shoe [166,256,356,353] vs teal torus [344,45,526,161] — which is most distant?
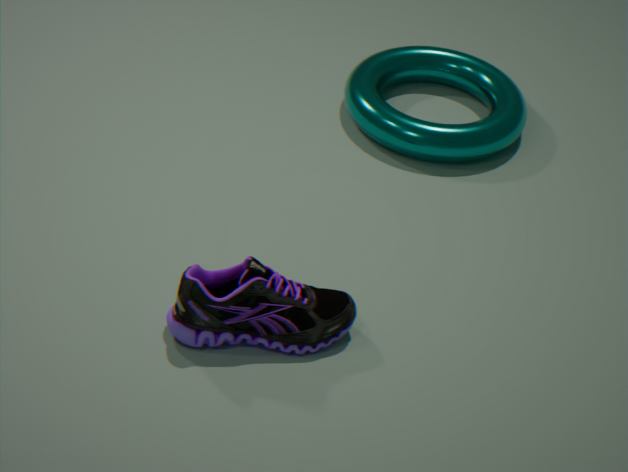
teal torus [344,45,526,161]
